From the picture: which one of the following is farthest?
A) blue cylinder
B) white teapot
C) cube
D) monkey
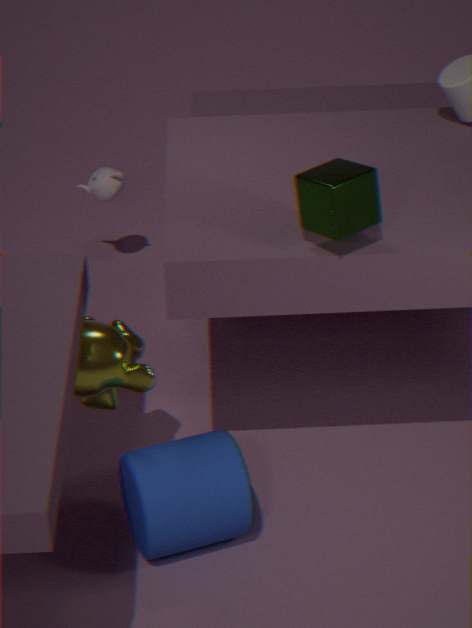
white teapot
